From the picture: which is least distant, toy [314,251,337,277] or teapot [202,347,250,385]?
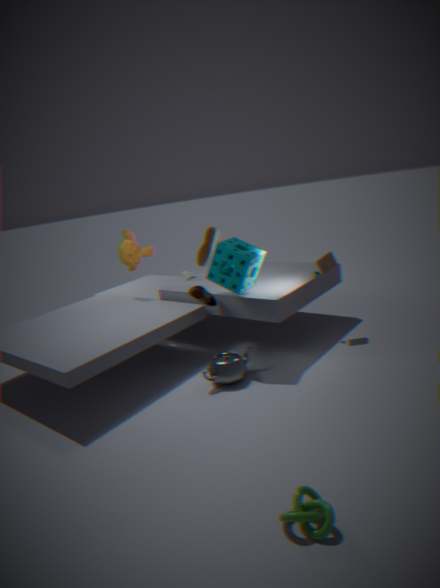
teapot [202,347,250,385]
